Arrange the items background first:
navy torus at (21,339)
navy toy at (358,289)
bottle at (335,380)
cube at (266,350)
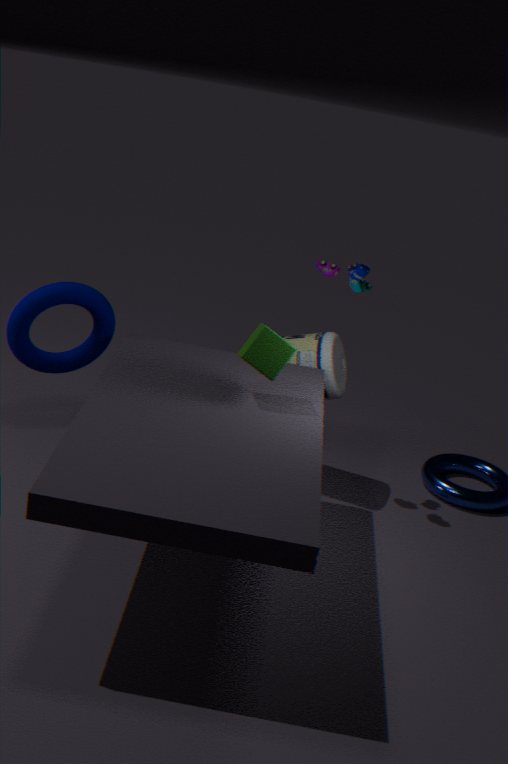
bottle at (335,380) < navy toy at (358,289) < navy torus at (21,339) < cube at (266,350)
